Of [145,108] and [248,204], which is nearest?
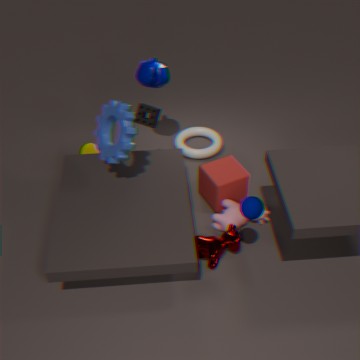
[248,204]
